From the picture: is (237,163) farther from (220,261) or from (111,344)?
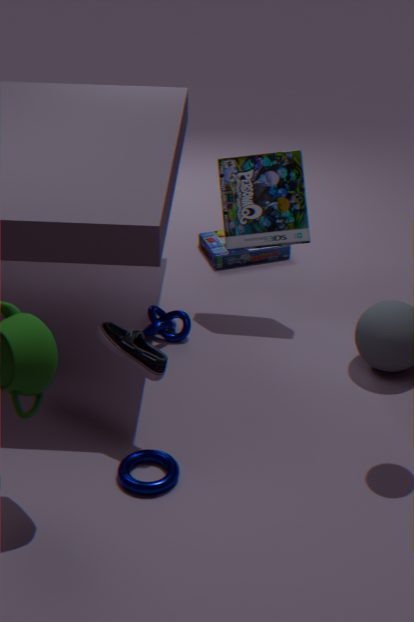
(111,344)
